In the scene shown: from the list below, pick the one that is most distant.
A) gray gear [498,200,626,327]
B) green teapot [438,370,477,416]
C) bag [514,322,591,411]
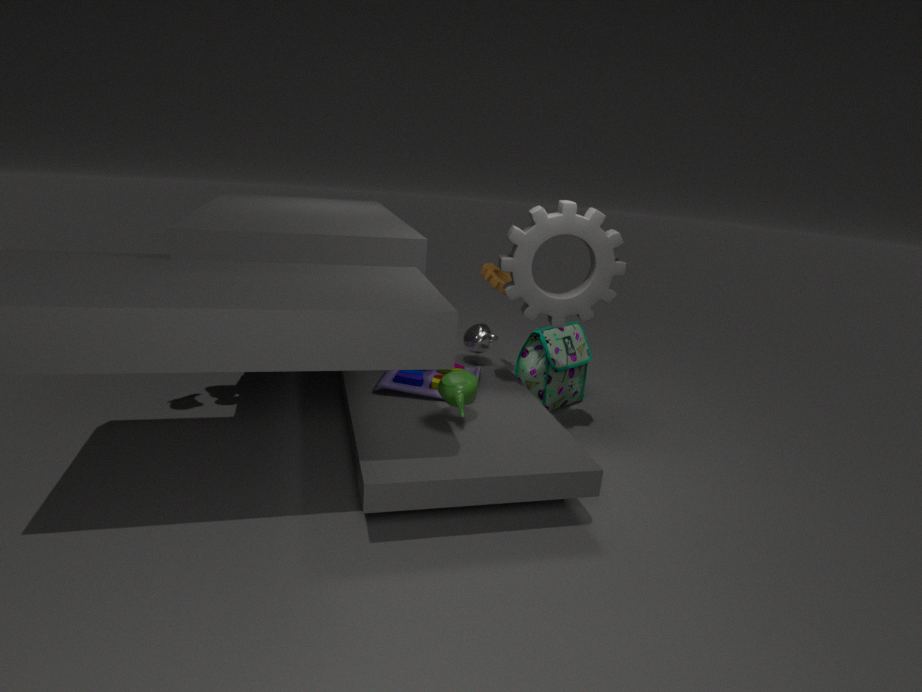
bag [514,322,591,411]
